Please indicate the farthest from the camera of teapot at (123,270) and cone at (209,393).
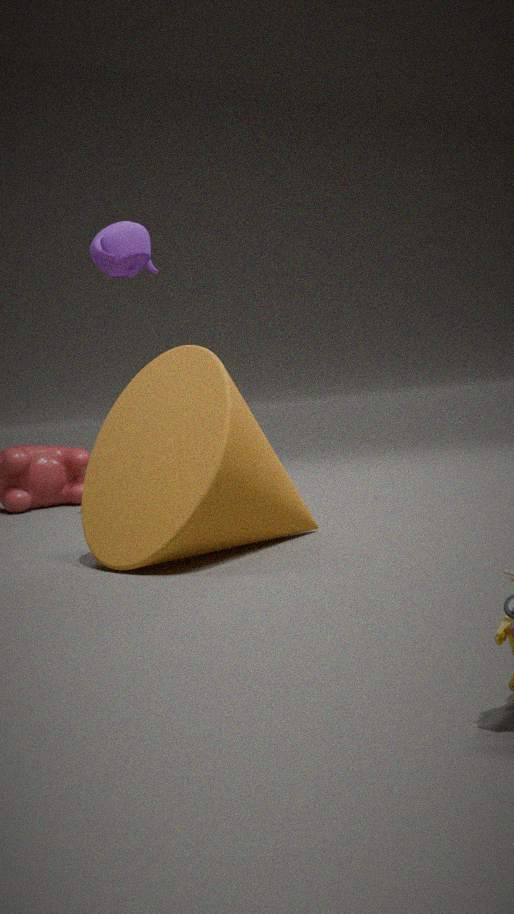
teapot at (123,270)
